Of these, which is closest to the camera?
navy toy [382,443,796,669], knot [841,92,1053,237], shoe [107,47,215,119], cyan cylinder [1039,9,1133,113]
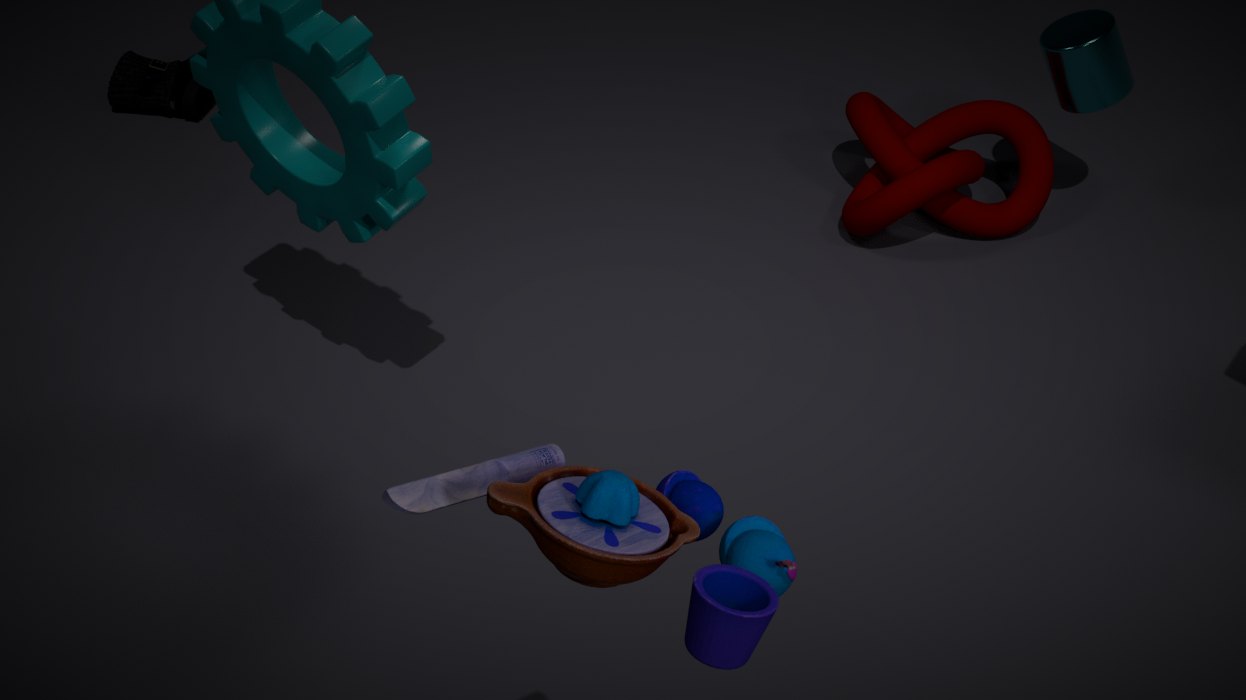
navy toy [382,443,796,669]
